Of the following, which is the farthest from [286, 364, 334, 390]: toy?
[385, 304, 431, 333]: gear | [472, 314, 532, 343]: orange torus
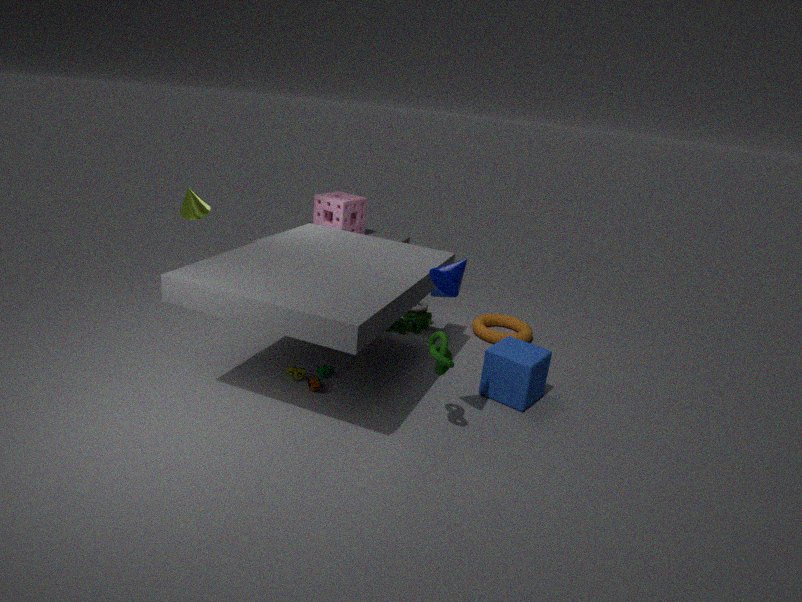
[472, 314, 532, 343]: orange torus
